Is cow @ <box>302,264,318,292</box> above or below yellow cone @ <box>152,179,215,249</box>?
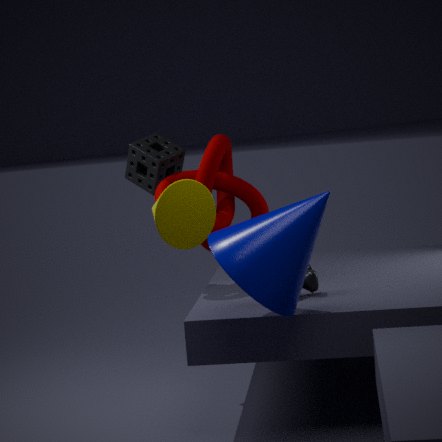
below
